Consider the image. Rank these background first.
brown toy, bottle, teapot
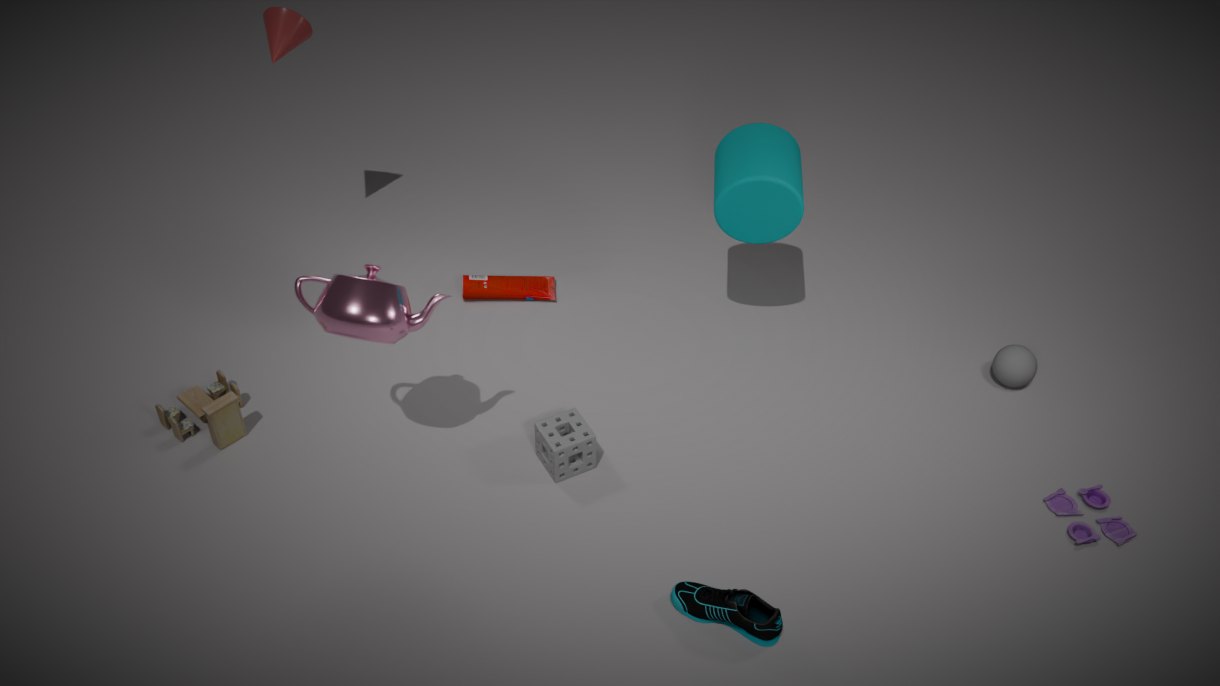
bottle
brown toy
teapot
